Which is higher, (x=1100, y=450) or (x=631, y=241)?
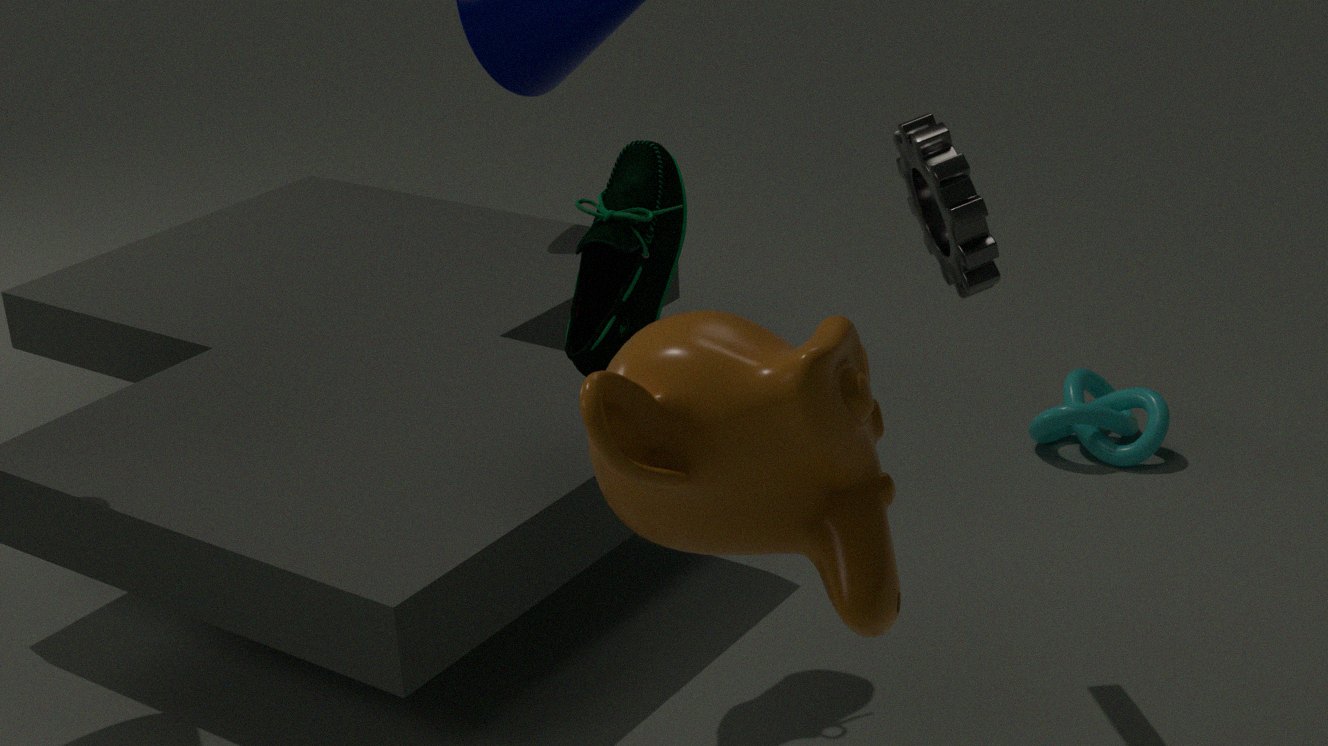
(x=631, y=241)
